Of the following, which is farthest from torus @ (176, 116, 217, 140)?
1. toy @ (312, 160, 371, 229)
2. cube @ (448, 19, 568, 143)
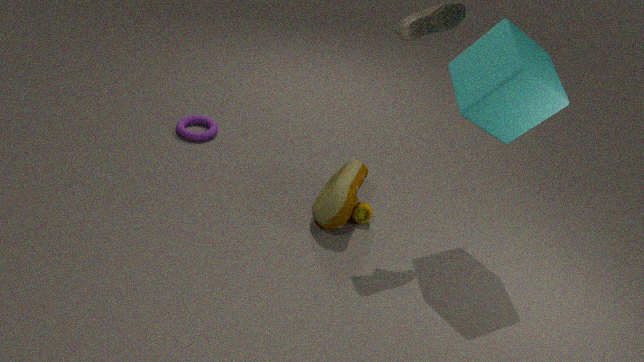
cube @ (448, 19, 568, 143)
